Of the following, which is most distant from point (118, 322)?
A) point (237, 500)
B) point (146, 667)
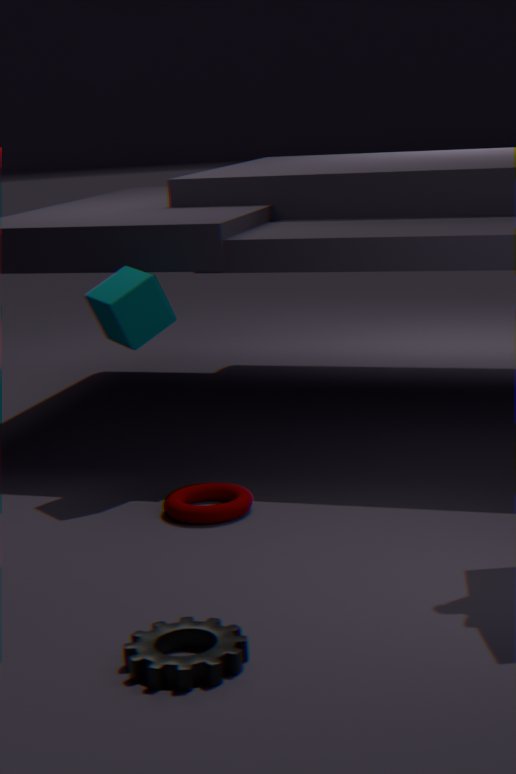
point (146, 667)
